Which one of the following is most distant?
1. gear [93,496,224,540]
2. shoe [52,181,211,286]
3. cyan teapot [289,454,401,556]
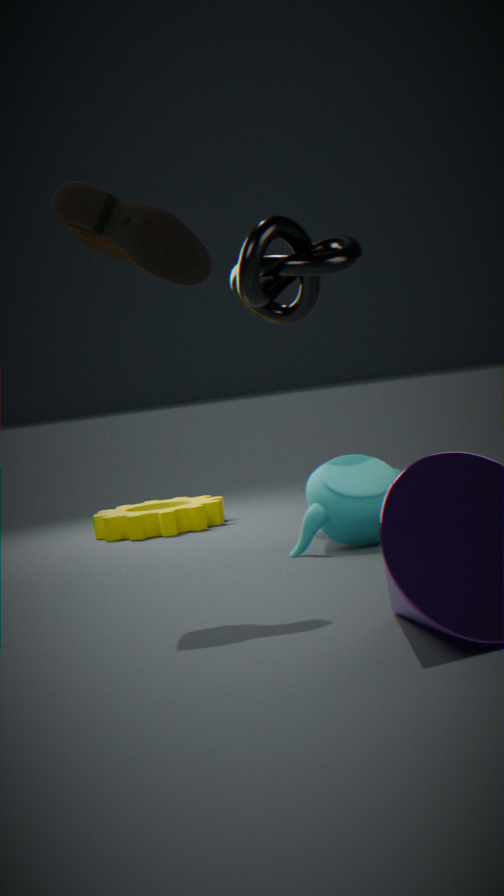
gear [93,496,224,540]
